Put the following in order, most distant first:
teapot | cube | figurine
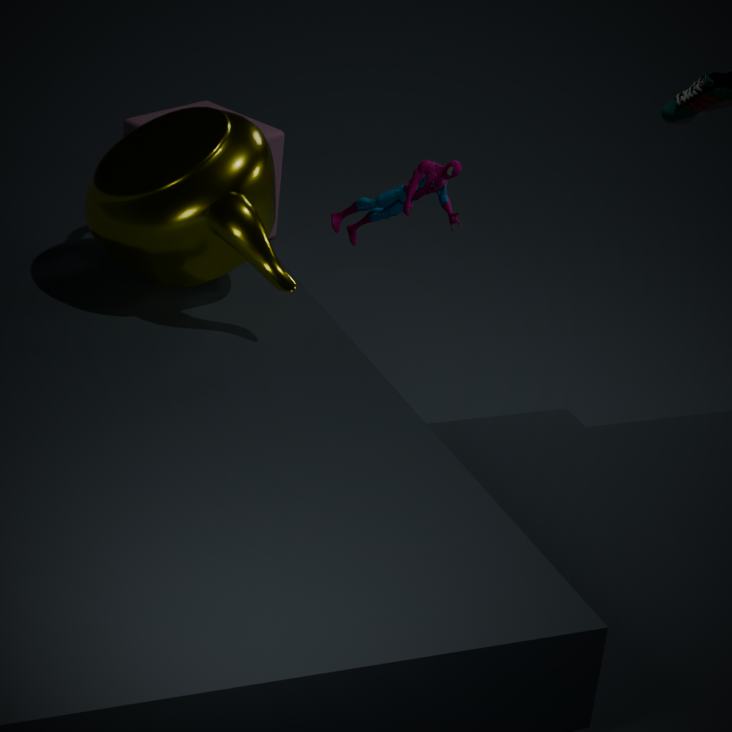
cube, figurine, teapot
